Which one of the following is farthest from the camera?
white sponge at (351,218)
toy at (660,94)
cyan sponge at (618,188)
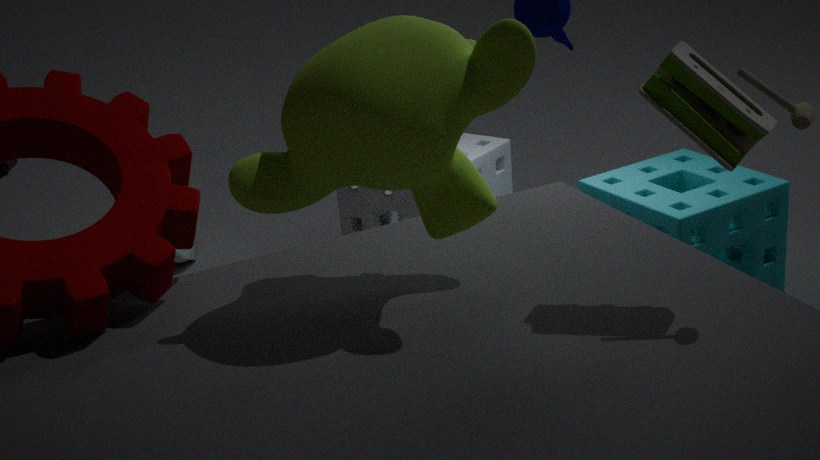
white sponge at (351,218)
